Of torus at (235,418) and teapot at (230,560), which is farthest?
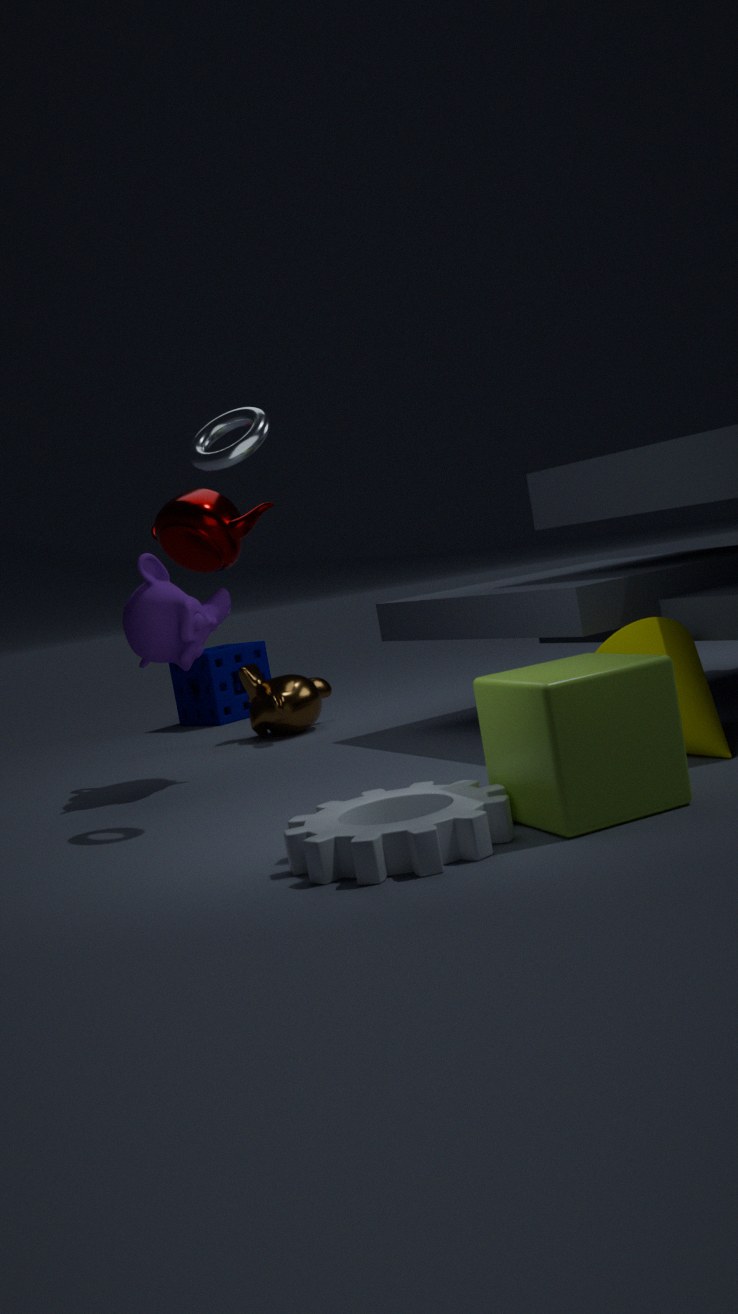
teapot at (230,560)
